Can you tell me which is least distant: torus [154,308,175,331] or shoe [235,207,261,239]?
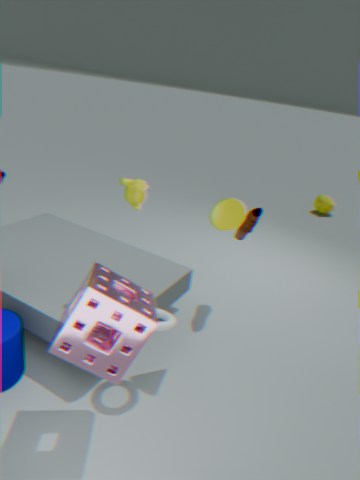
torus [154,308,175,331]
